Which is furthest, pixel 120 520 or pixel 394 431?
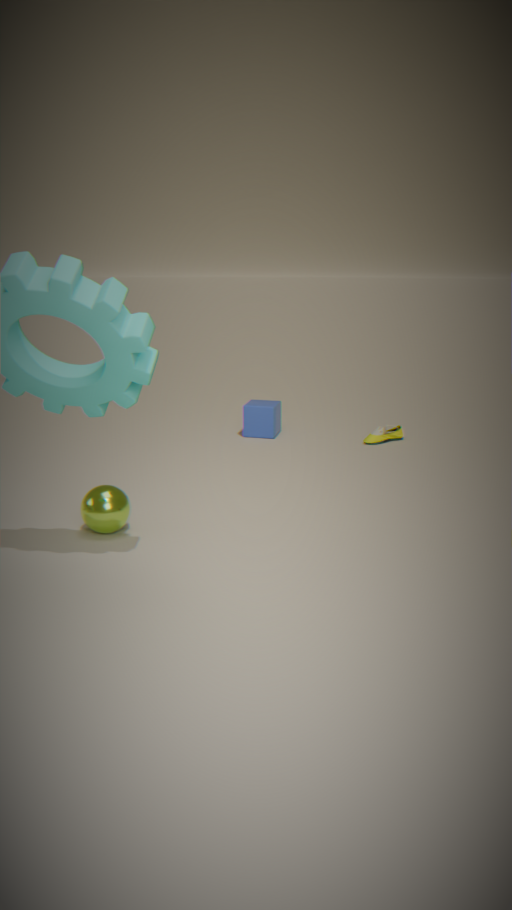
pixel 394 431
